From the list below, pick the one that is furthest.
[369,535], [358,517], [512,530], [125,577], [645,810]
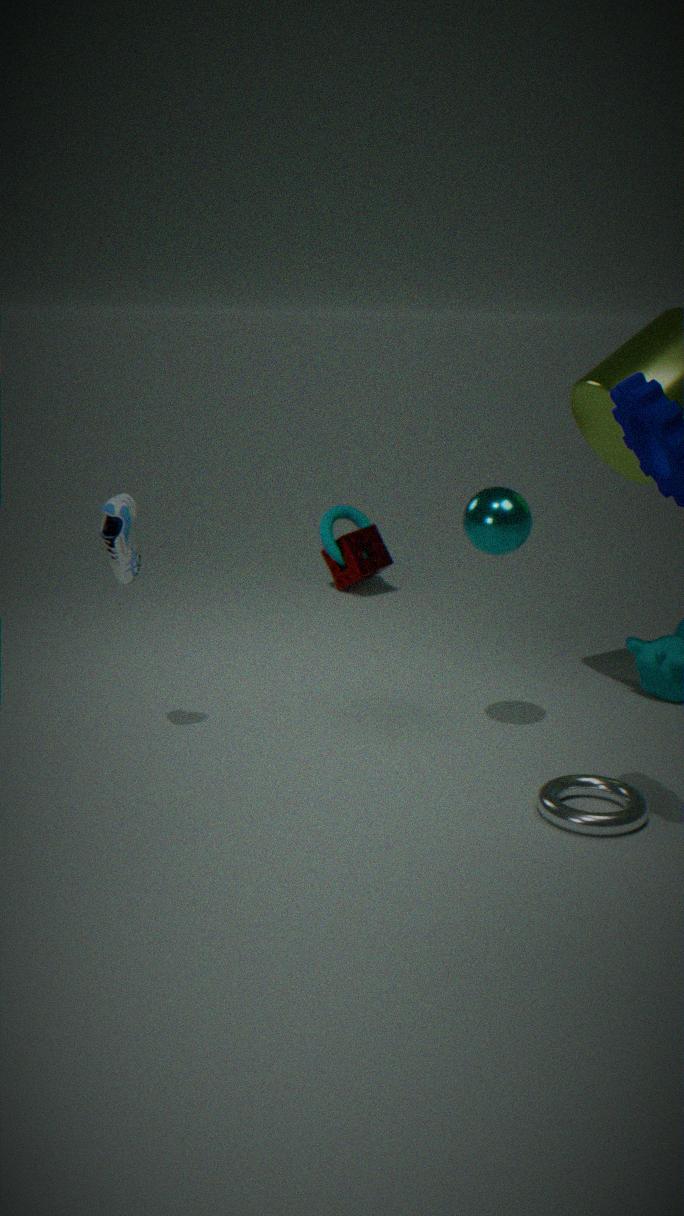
[358,517]
